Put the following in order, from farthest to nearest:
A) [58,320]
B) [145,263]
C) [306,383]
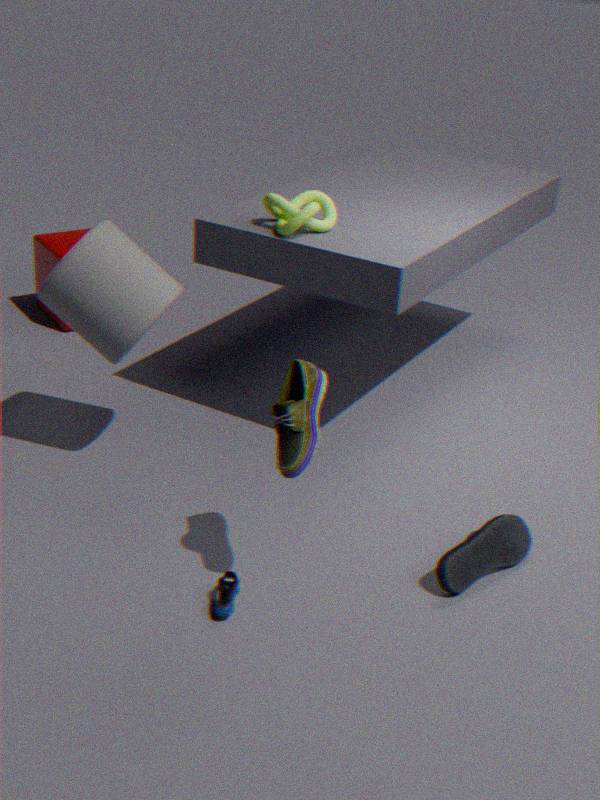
1. [58,320]
2. [145,263]
3. [306,383]
